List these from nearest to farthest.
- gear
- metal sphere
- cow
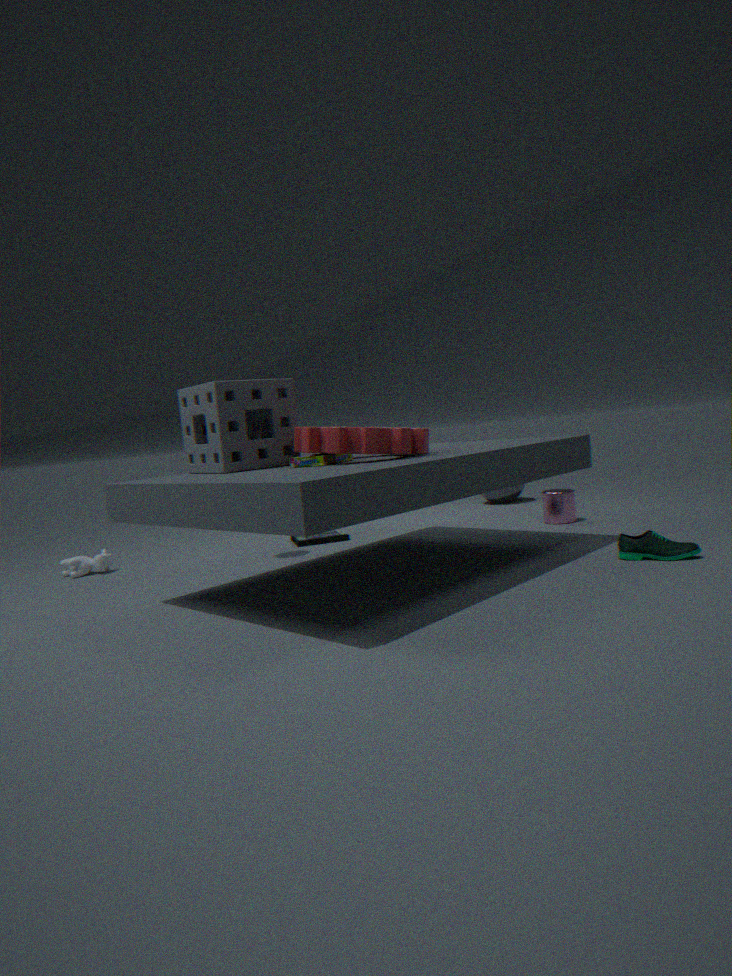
1. gear
2. cow
3. metal sphere
